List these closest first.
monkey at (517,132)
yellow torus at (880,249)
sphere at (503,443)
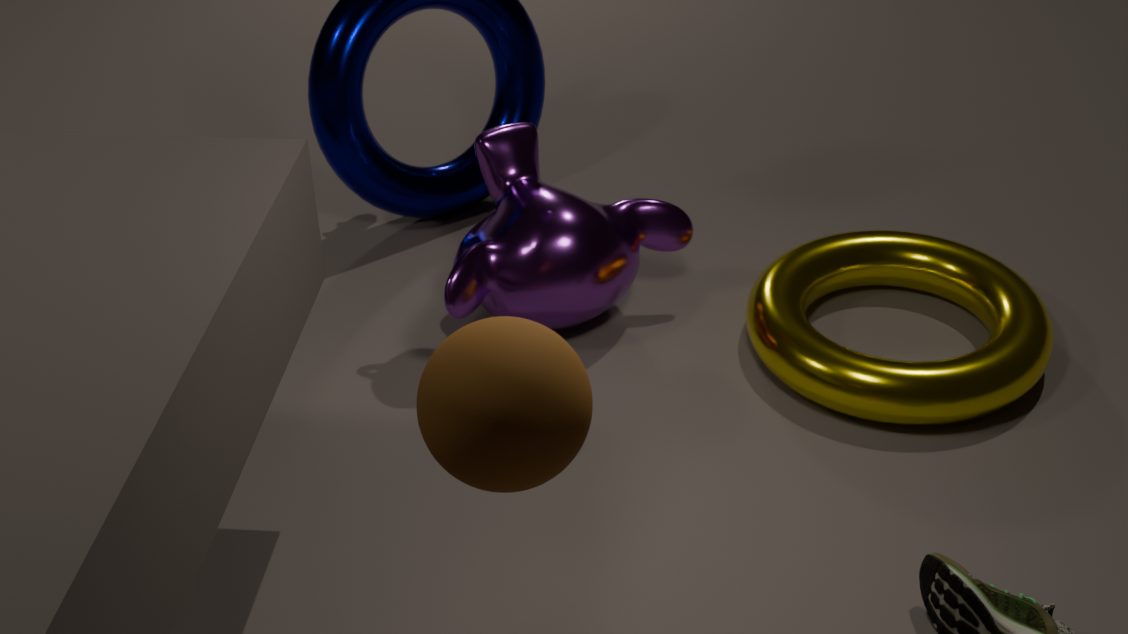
sphere at (503,443) → yellow torus at (880,249) → monkey at (517,132)
